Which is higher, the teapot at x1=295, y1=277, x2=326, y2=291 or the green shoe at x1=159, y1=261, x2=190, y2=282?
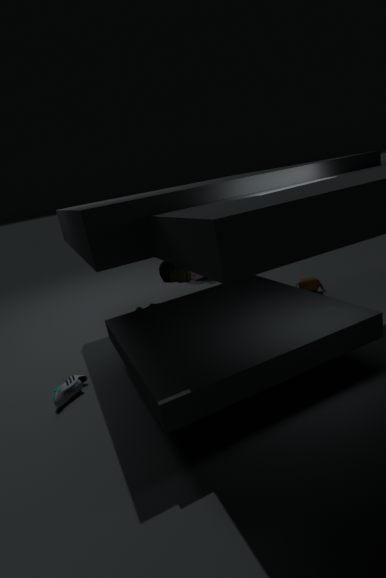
the green shoe at x1=159, y1=261, x2=190, y2=282
